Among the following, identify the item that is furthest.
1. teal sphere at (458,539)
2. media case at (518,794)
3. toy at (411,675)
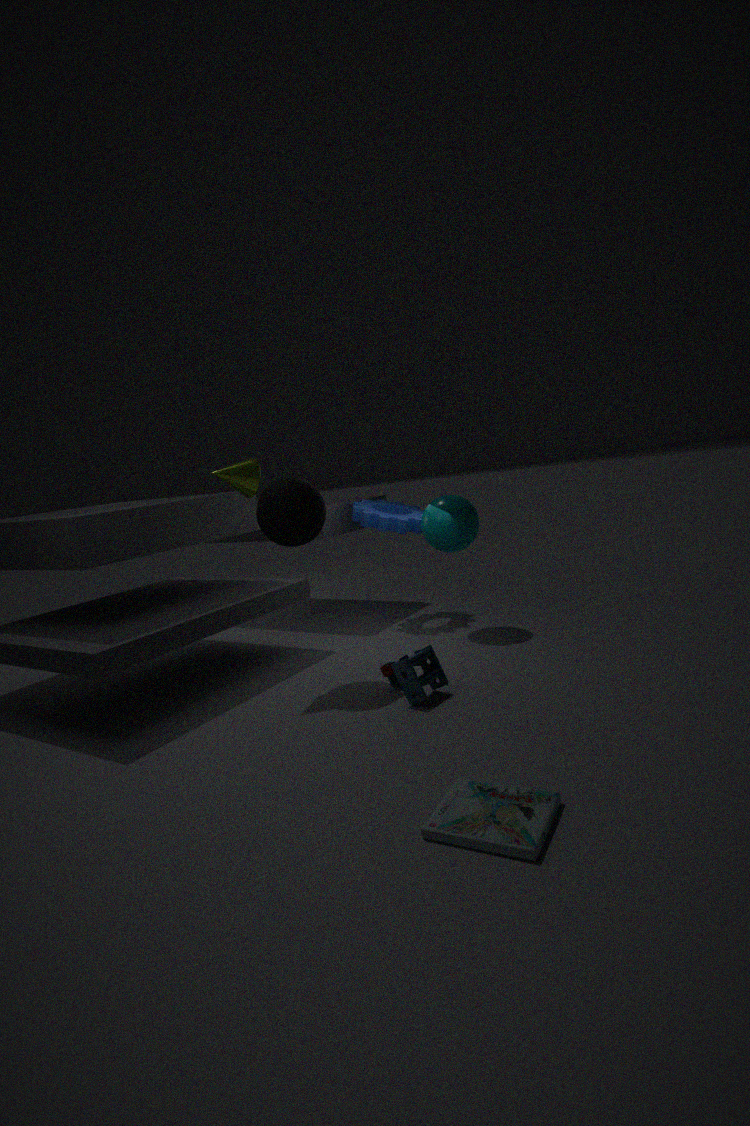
teal sphere at (458,539)
